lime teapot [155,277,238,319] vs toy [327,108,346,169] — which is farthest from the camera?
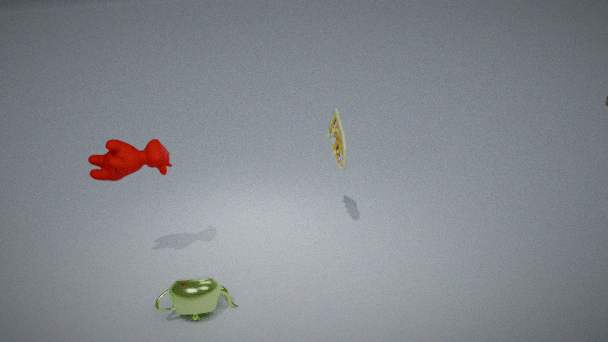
toy [327,108,346,169]
